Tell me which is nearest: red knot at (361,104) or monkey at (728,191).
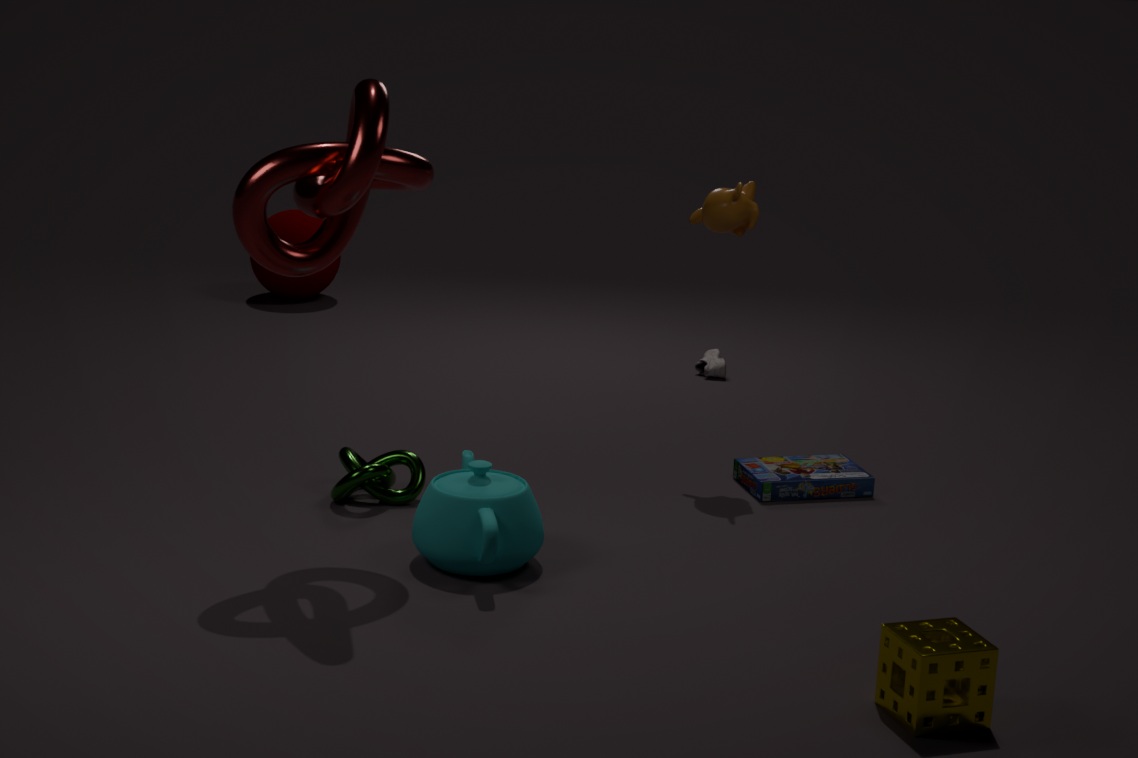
red knot at (361,104)
